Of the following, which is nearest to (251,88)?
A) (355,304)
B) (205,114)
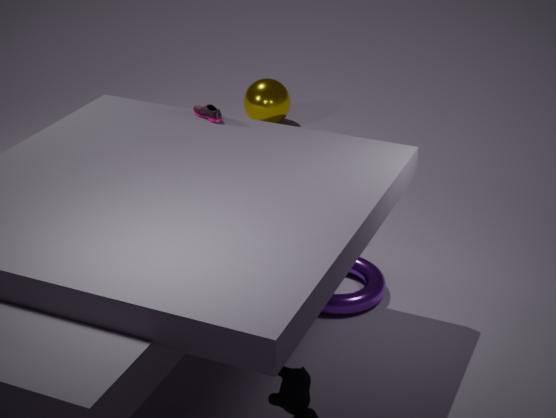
(205,114)
